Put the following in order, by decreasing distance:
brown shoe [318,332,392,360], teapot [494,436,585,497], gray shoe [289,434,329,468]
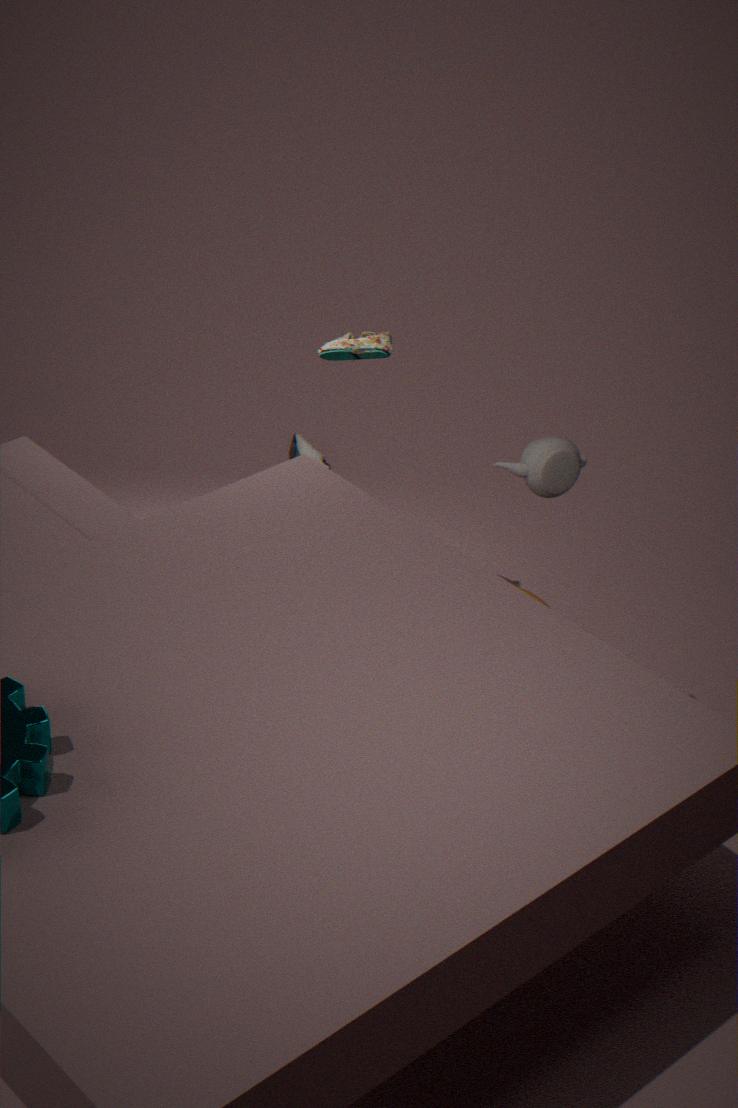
1. gray shoe [289,434,329,468]
2. brown shoe [318,332,392,360]
3. teapot [494,436,585,497]
